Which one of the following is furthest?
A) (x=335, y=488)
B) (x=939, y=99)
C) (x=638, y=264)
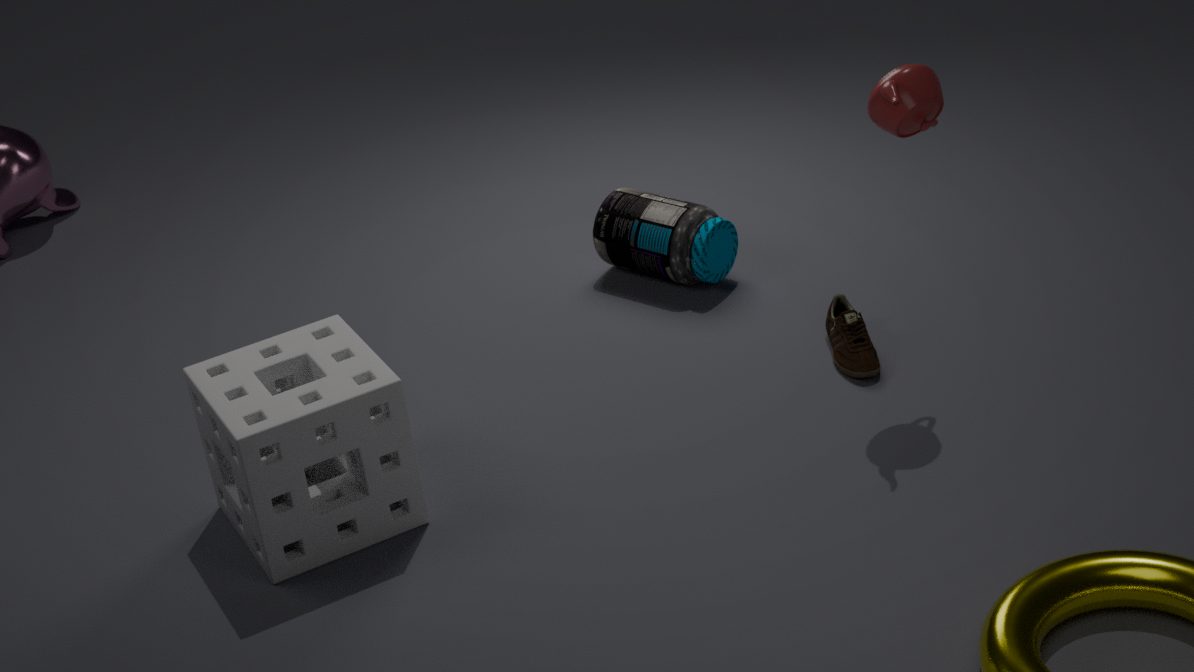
(x=638, y=264)
